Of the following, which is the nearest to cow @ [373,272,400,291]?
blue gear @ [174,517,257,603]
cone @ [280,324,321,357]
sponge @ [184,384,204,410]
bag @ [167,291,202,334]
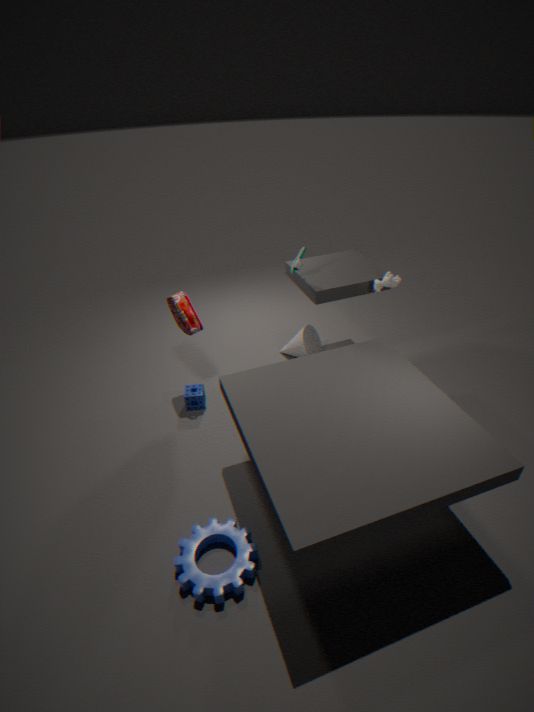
cone @ [280,324,321,357]
